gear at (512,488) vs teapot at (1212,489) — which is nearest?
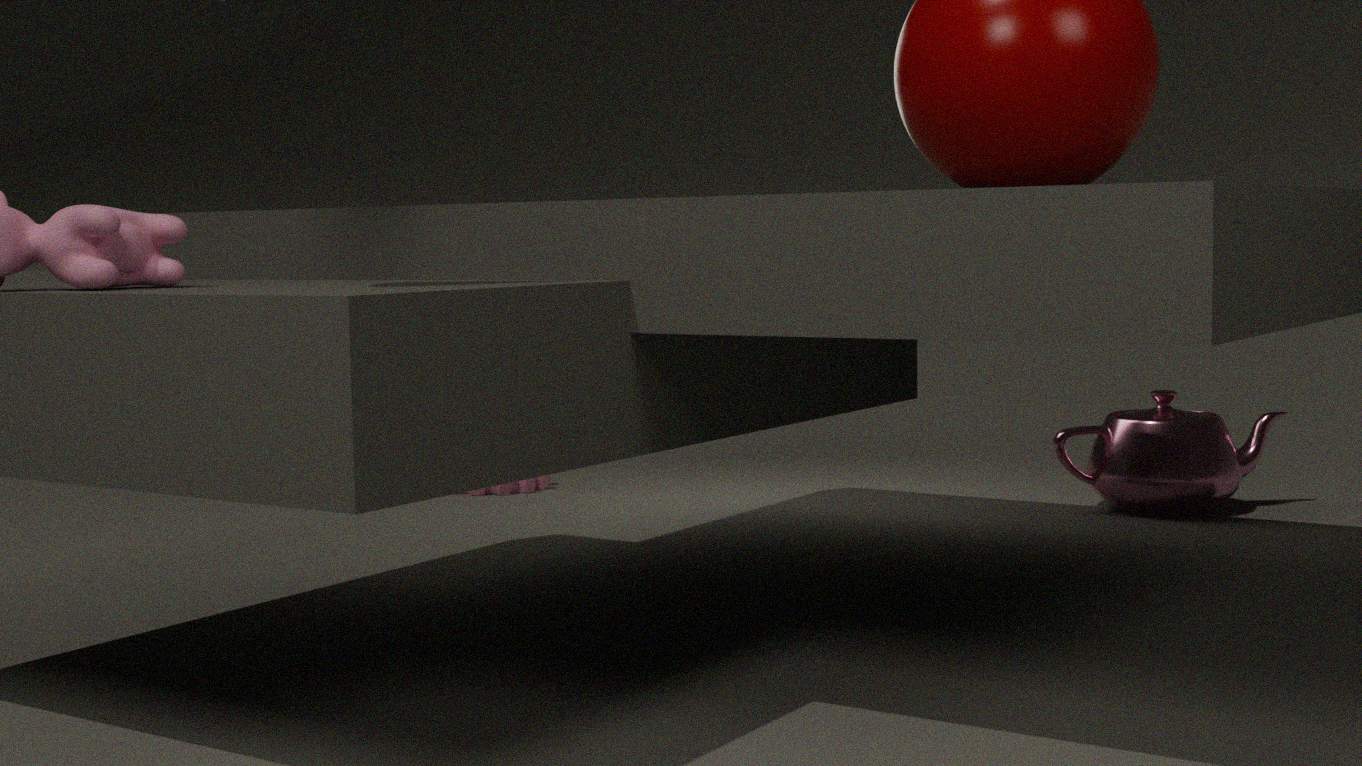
teapot at (1212,489)
